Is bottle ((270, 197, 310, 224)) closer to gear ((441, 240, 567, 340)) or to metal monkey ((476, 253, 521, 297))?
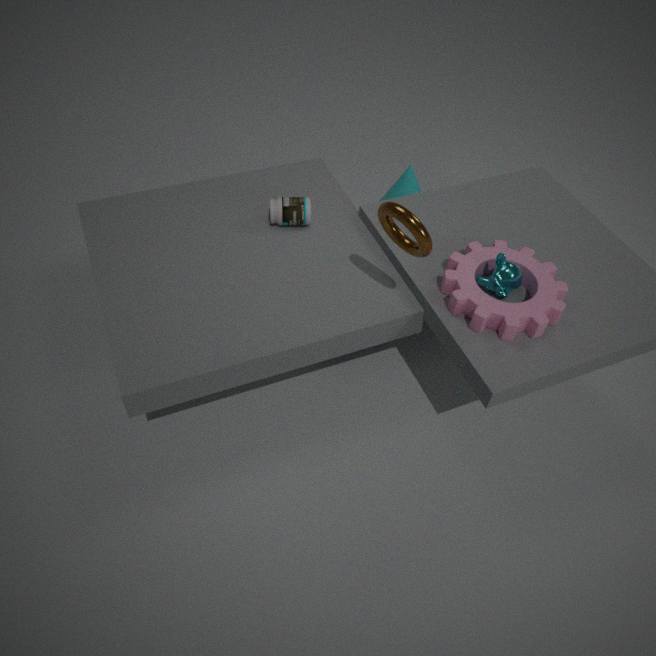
gear ((441, 240, 567, 340))
